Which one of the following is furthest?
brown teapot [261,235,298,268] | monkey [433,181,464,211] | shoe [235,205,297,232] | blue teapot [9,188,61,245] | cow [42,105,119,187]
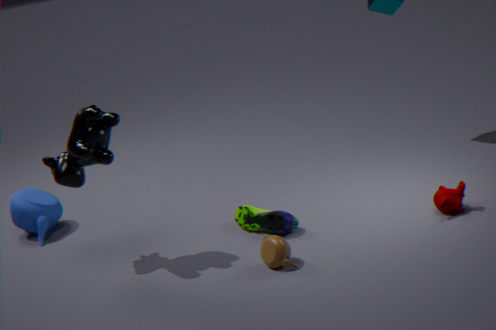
blue teapot [9,188,61,245]
